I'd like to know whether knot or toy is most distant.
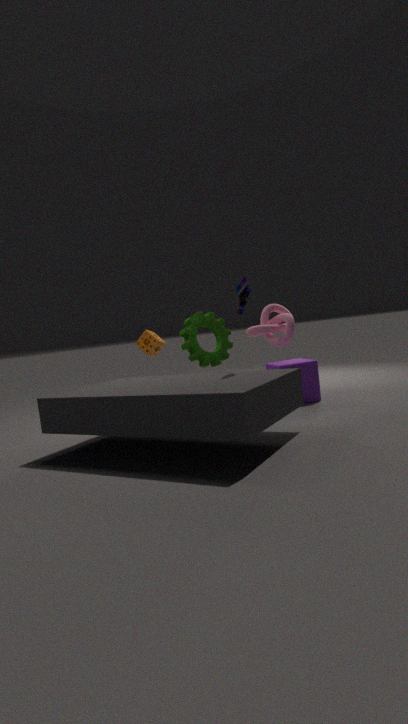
knot
